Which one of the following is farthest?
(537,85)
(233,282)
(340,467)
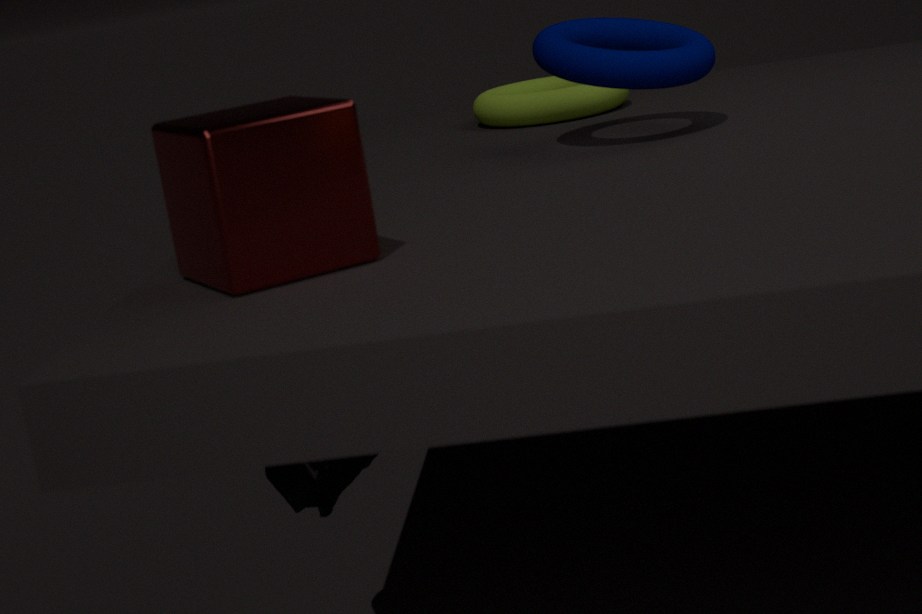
(537,85)
